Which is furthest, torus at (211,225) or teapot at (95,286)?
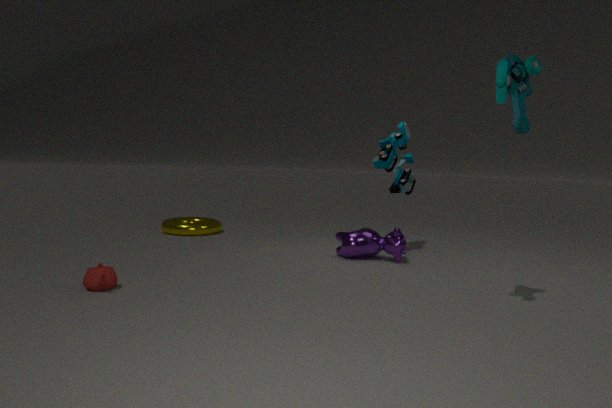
torus at (211,225)
